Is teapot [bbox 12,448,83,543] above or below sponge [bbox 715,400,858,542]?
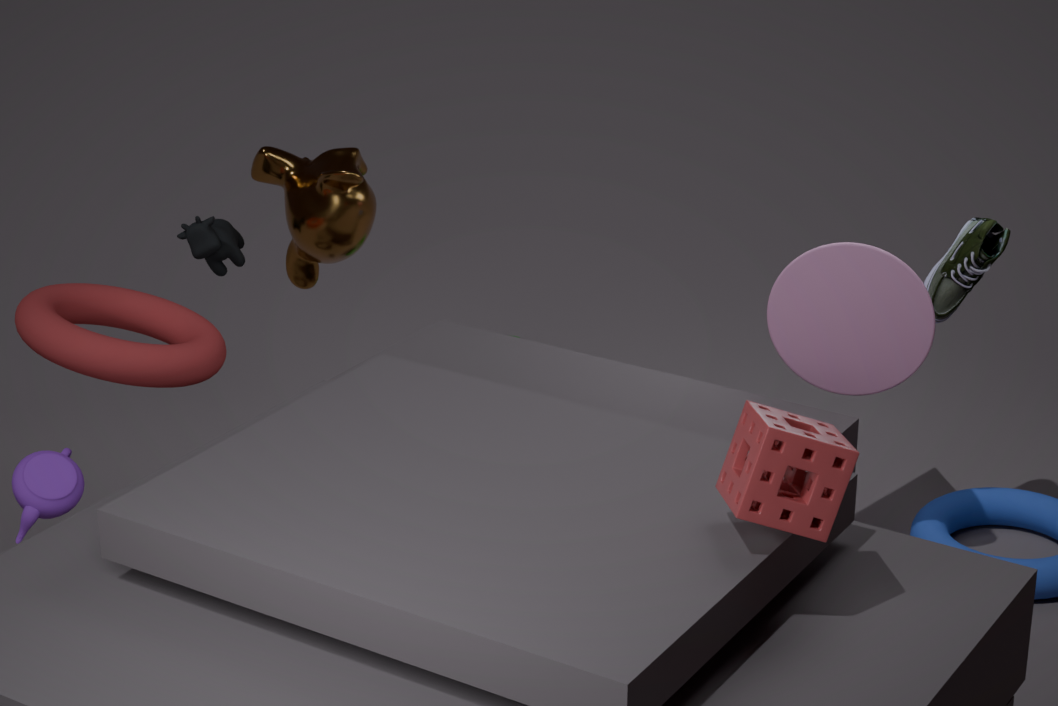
below
